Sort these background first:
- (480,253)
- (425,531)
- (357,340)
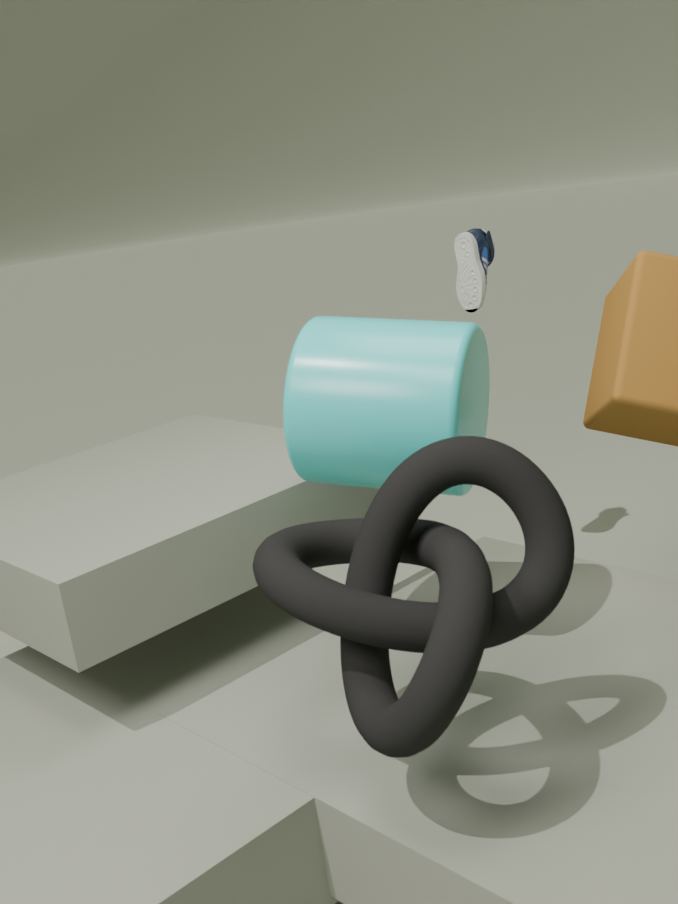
(480,253)
(357,340)
(425,531)
